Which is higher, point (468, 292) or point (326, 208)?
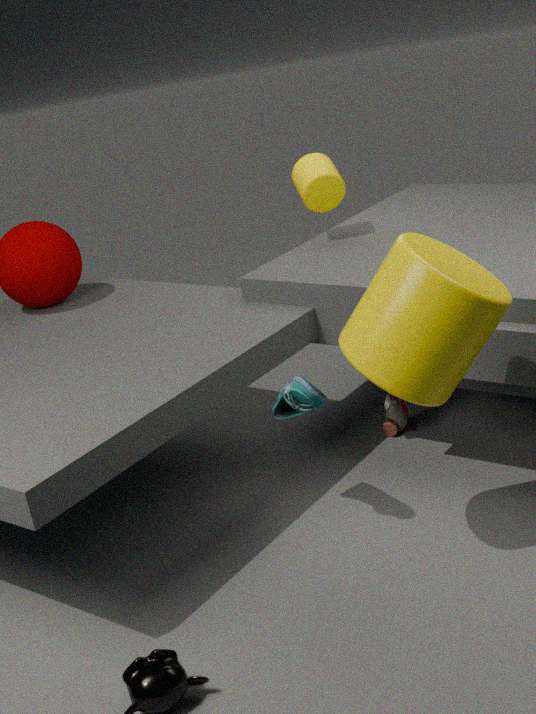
point (326, 208)
